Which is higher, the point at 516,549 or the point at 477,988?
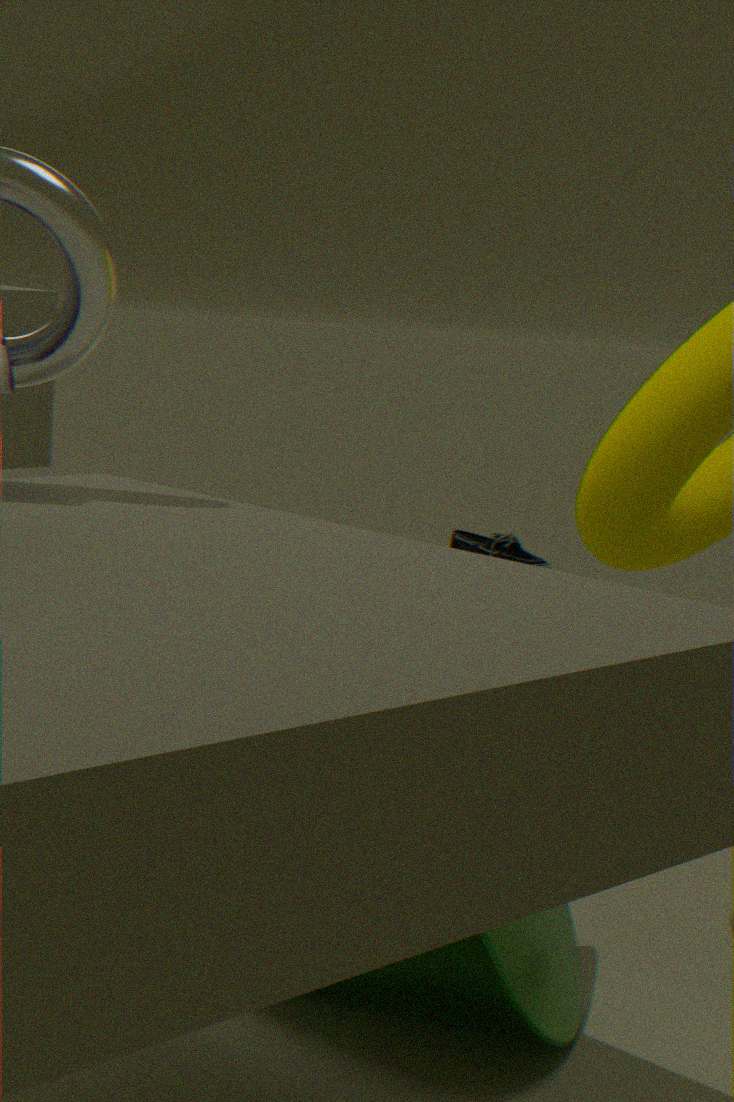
the point at 477,988
